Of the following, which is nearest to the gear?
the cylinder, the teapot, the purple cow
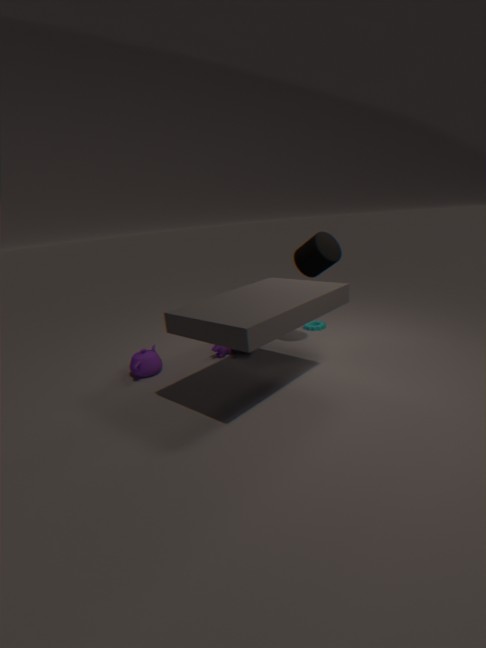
the cylinder
